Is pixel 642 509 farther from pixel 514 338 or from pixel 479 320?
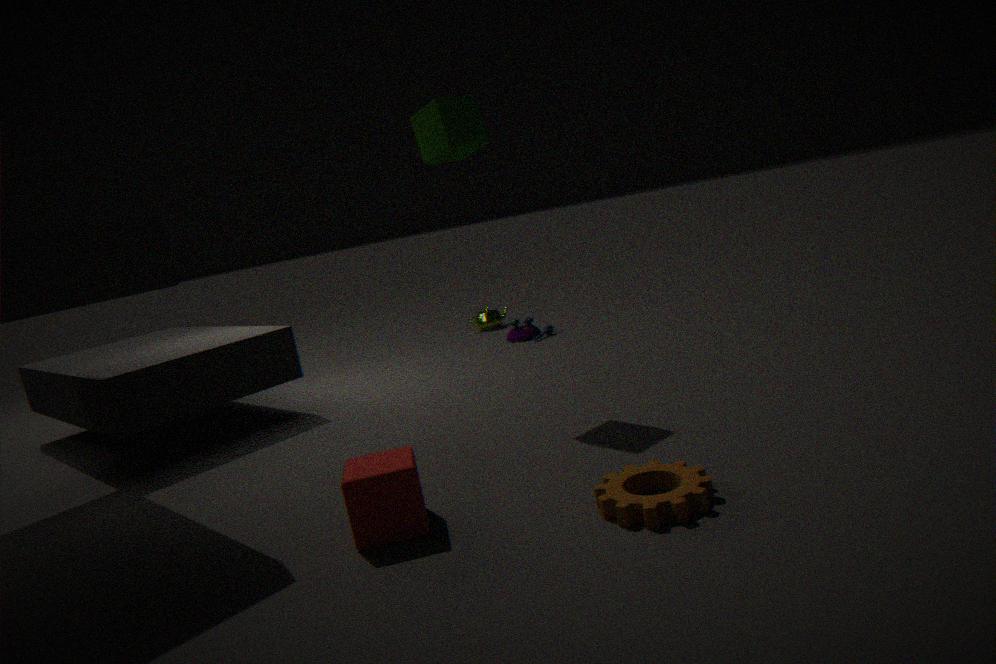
pixel 479 320
